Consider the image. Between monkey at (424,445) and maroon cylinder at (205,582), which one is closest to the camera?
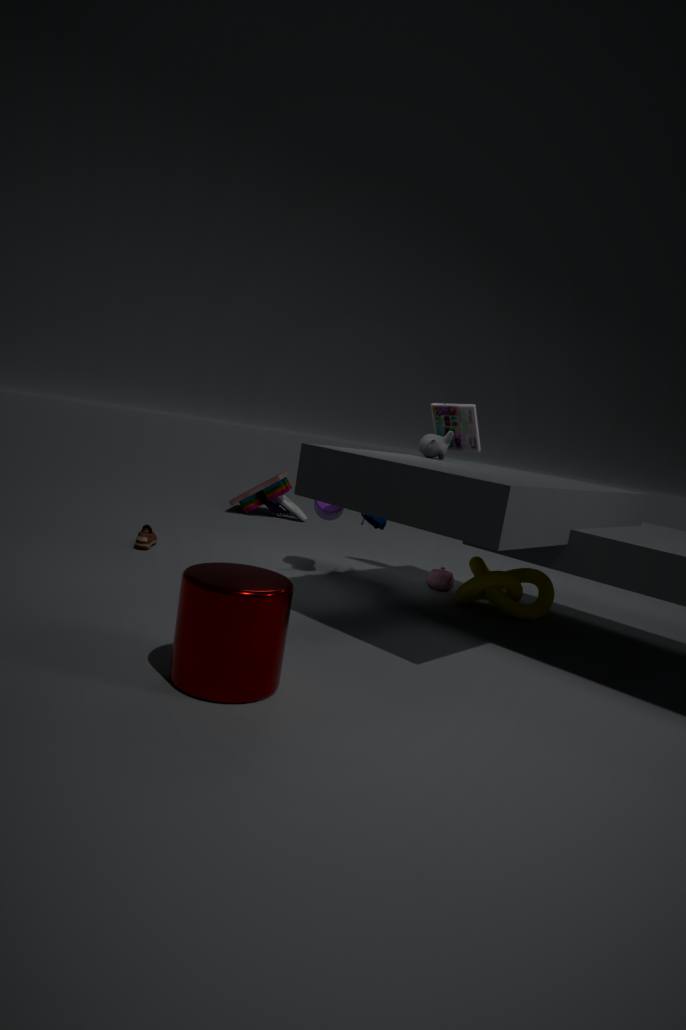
maroon cylinder at (205,582)
